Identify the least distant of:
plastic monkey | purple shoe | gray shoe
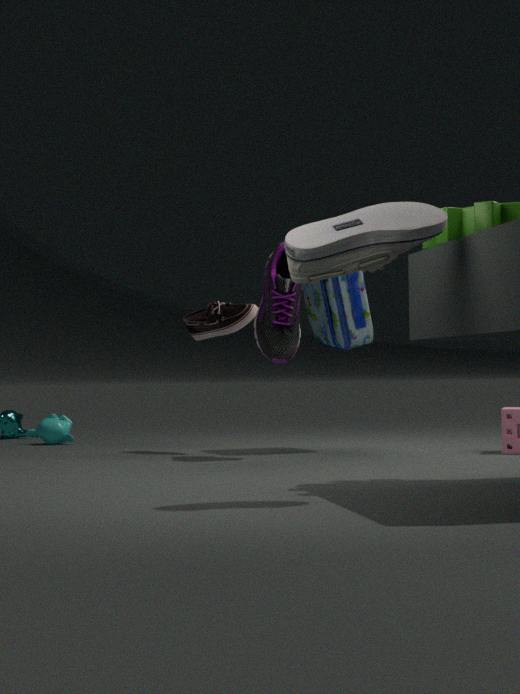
gray shoe
